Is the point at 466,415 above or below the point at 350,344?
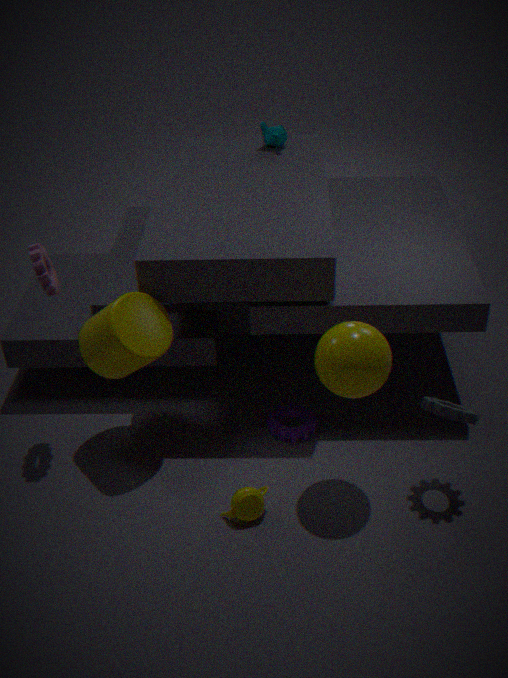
below
